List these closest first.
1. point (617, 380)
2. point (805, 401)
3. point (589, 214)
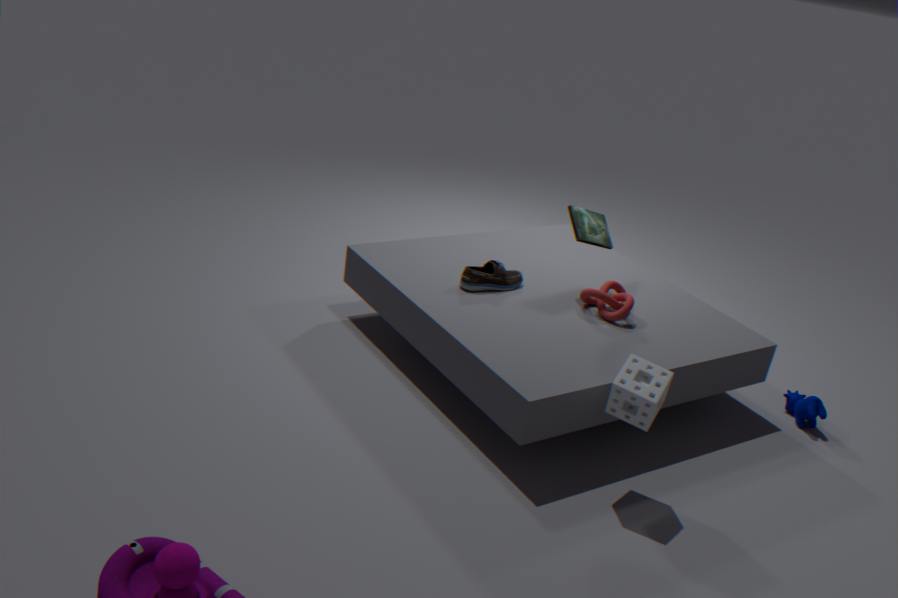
point (617, 380), point (805, 401), point (589, 214)
